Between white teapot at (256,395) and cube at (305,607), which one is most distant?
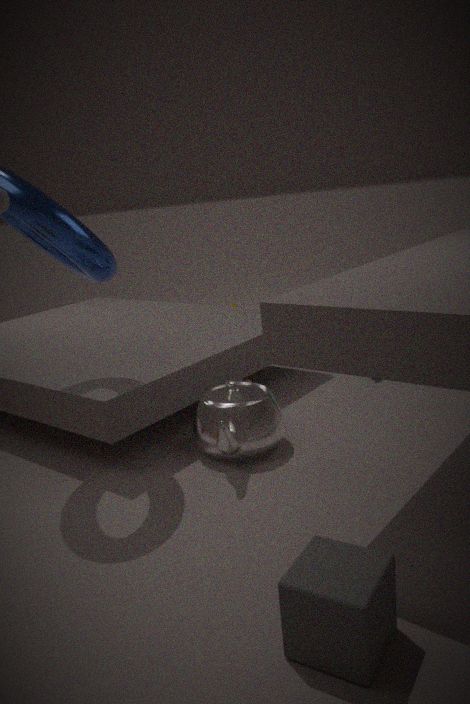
white teapot at (256,395)
